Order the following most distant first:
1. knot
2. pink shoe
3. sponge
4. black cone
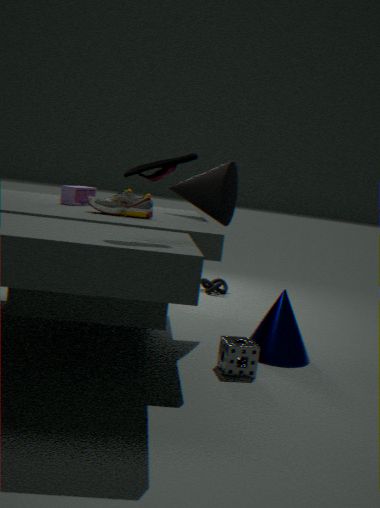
knot → black cone → sponge → pink shoe
